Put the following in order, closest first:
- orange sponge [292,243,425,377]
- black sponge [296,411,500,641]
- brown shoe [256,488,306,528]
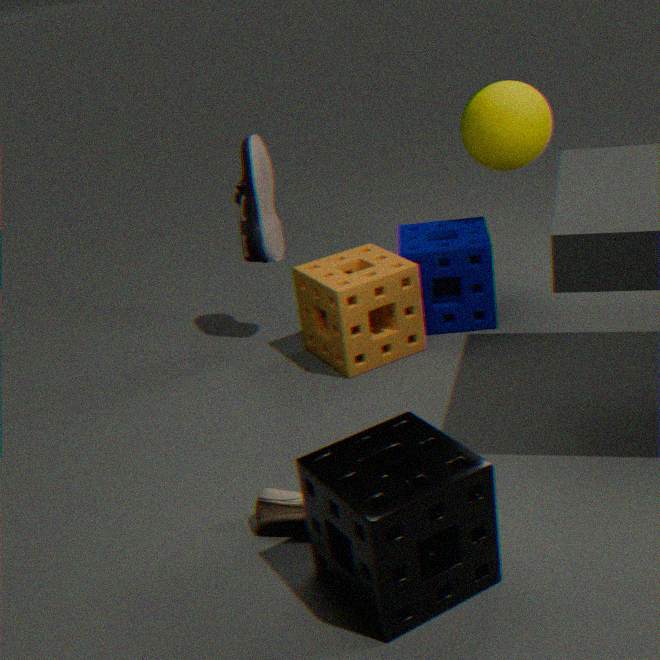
black sponge [296,411,500,641]
brown shoe [256,488,306,528]
orange sponge [292,243,425,377]
